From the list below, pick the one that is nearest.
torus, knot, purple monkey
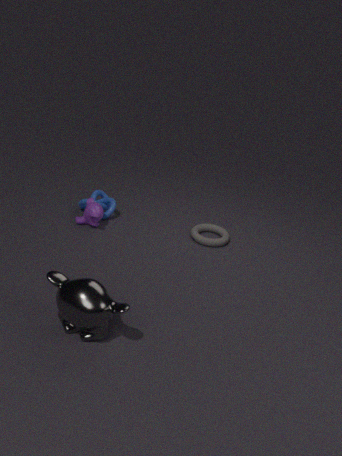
purple monkey
